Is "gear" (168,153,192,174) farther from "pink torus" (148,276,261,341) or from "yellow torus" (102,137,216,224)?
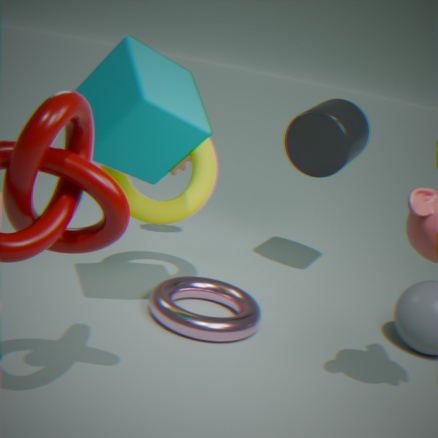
"pink torus" (148,276,261,341)
